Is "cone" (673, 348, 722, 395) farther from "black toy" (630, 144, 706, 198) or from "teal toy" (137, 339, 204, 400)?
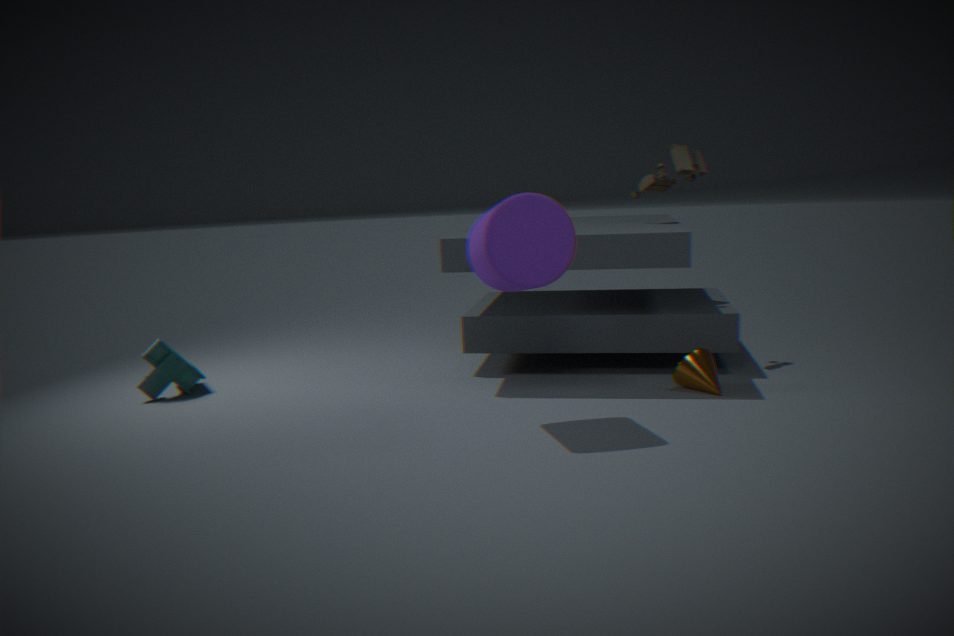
"teal toy" (137, 339, 204, 400)
